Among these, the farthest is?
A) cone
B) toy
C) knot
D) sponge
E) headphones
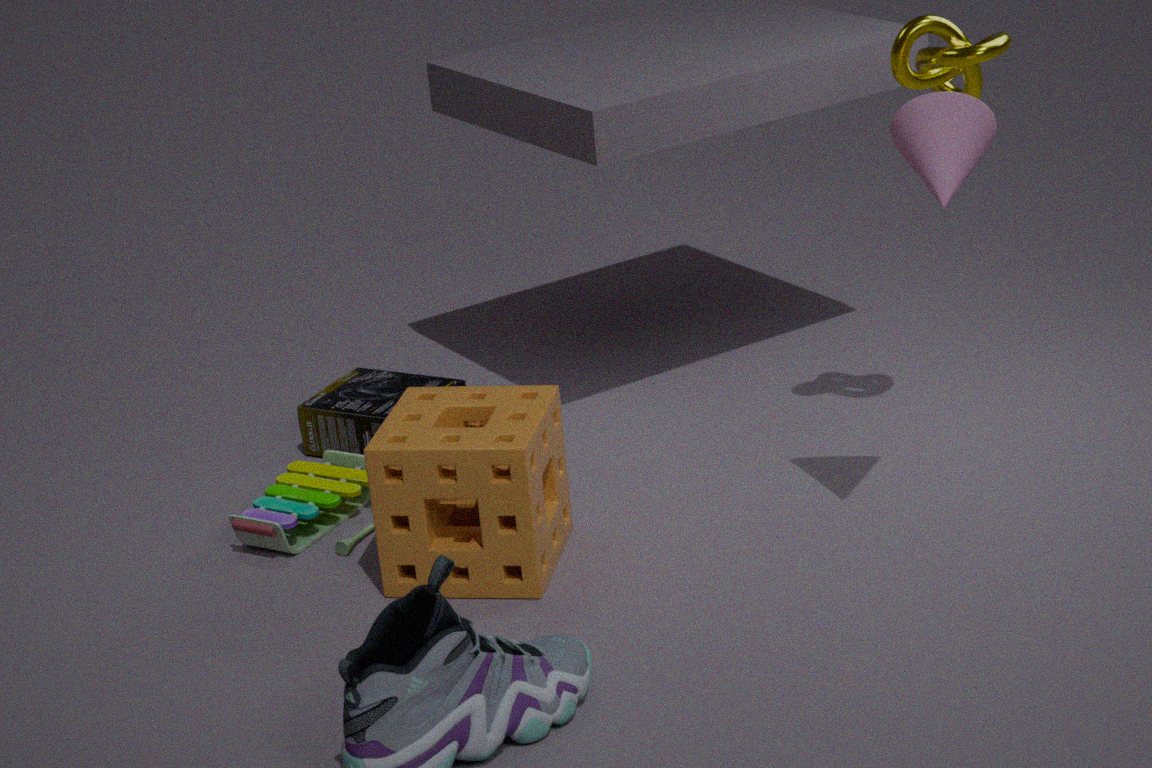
headphones
